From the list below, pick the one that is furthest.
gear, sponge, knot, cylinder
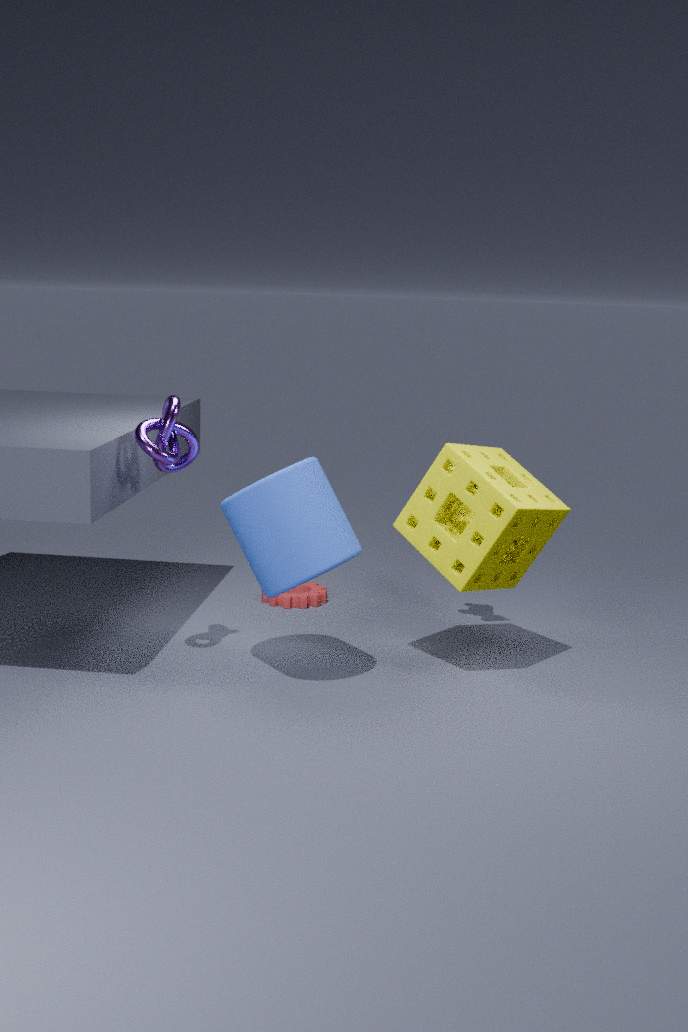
gear
